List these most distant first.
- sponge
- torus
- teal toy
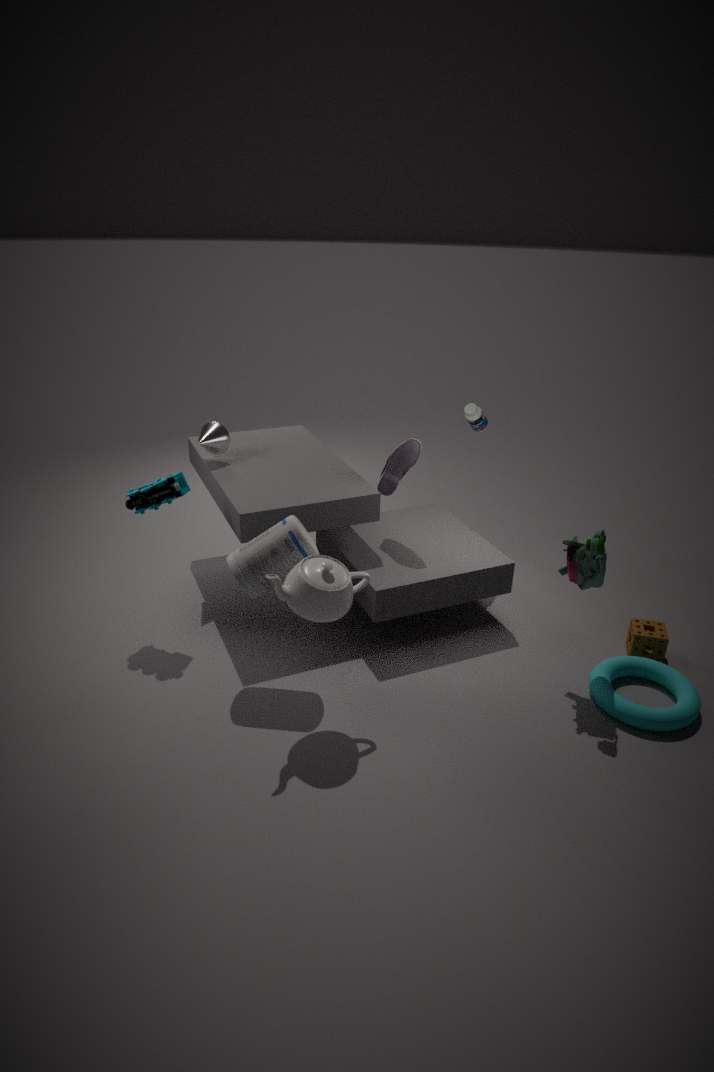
1. sponge
2. teal toy
3. torus
